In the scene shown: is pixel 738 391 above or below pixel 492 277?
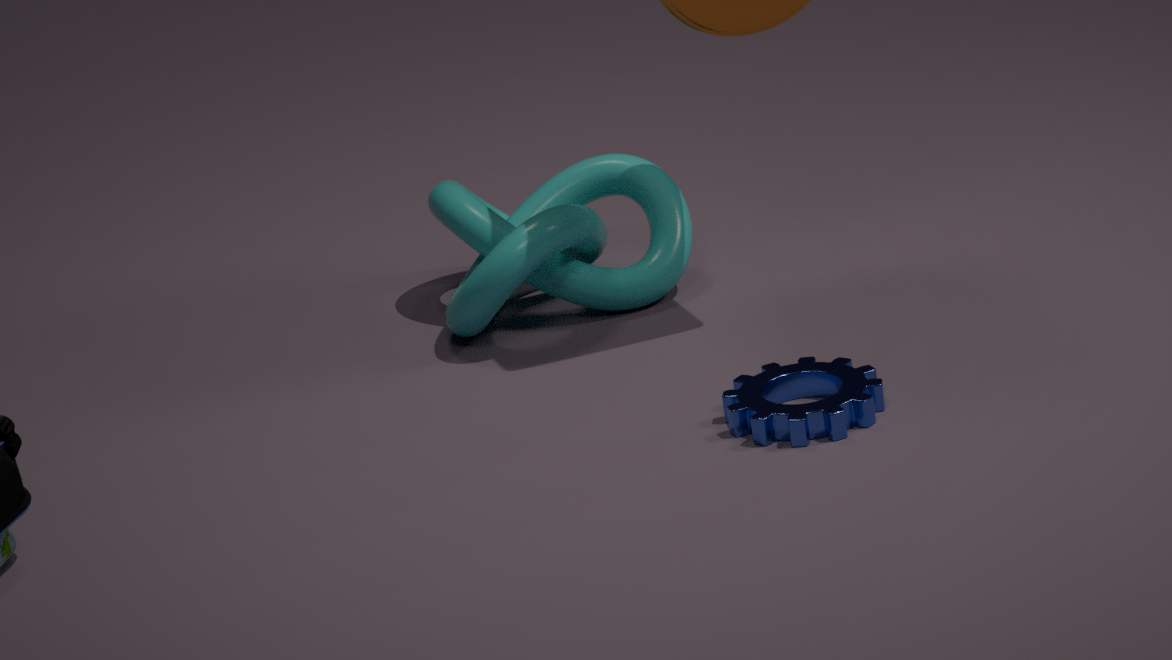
below
